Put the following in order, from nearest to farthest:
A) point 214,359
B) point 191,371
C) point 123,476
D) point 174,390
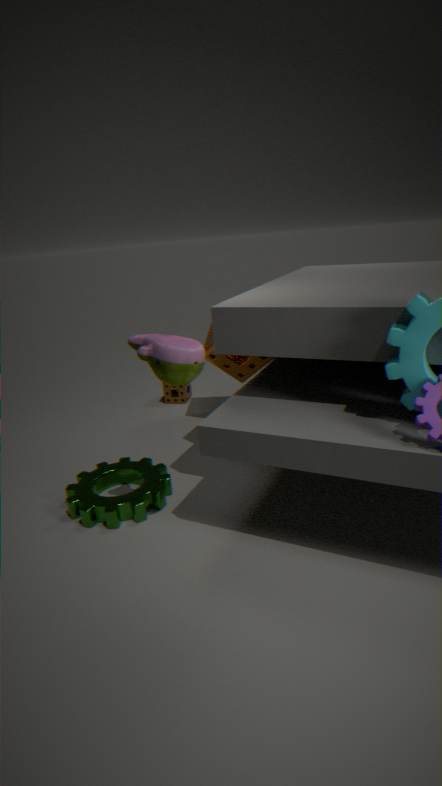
point 191,371
point 123,476
point 214,359
point 174,390
